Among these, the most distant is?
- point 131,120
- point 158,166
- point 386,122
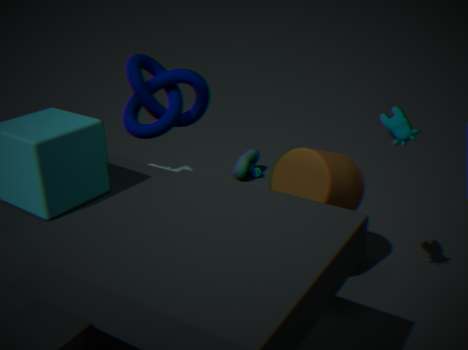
point 158,166
